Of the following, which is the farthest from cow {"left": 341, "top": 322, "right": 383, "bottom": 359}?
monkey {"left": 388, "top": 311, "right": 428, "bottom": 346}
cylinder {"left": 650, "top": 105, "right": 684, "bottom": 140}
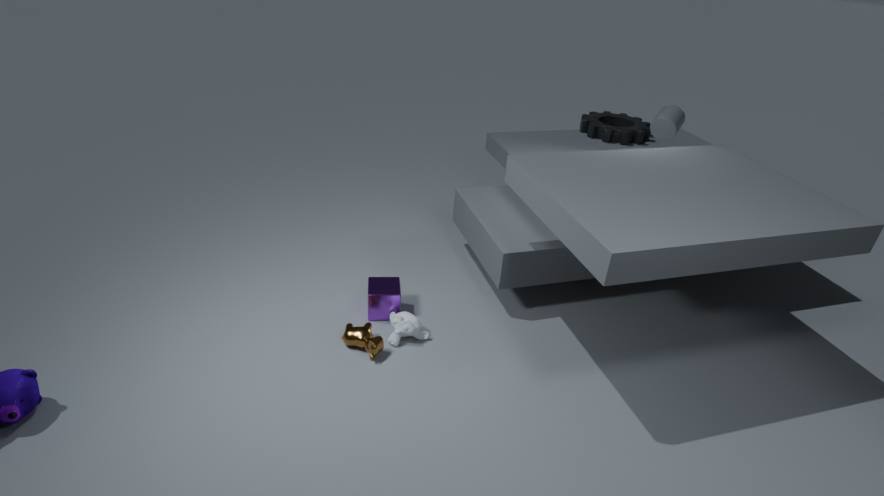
cylinder {"left": 650, "top": 105, "right": 684, "bottom": 140}
